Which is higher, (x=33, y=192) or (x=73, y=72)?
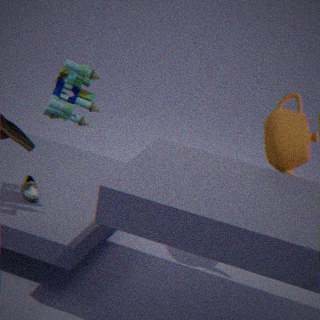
(x=73, y=72)
